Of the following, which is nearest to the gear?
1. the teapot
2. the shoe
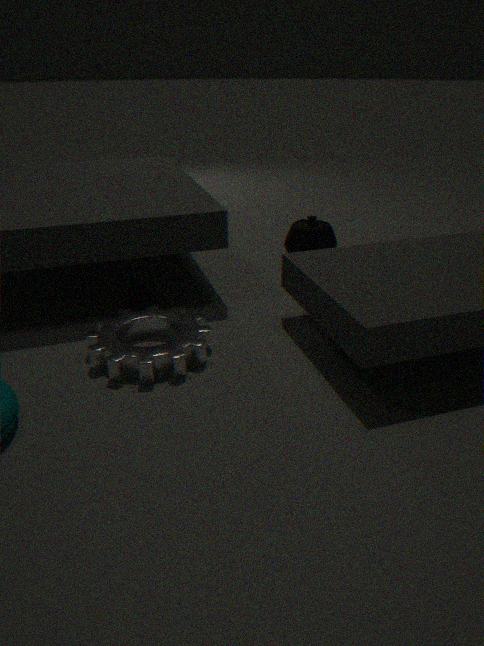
the shoe
